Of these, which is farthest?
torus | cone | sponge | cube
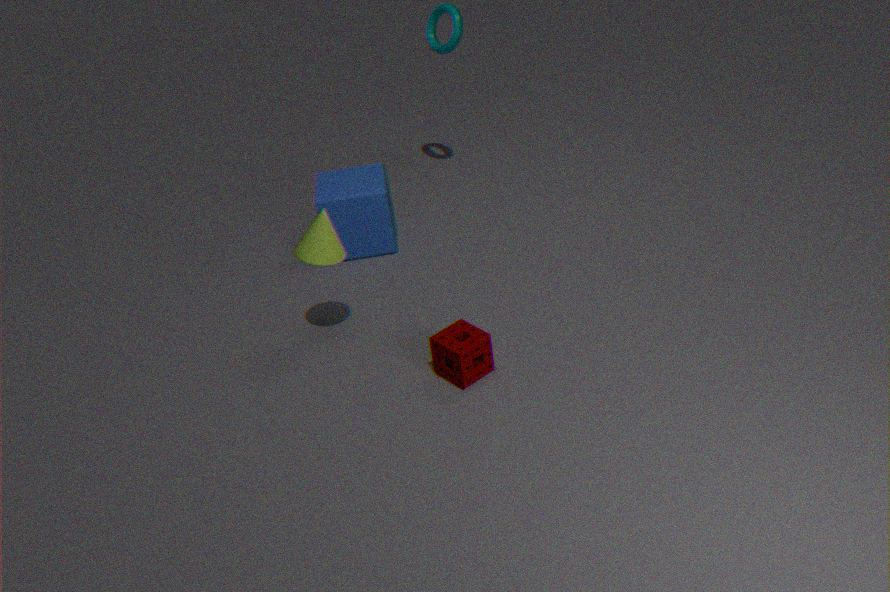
torus
